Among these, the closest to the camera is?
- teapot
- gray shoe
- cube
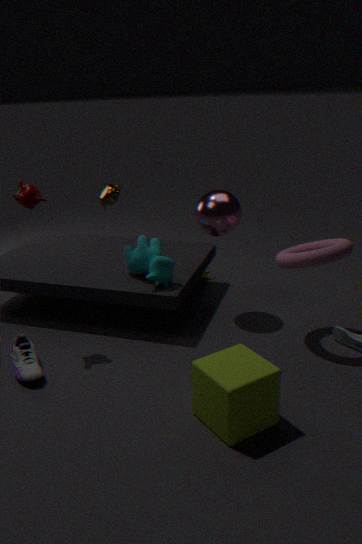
cube
